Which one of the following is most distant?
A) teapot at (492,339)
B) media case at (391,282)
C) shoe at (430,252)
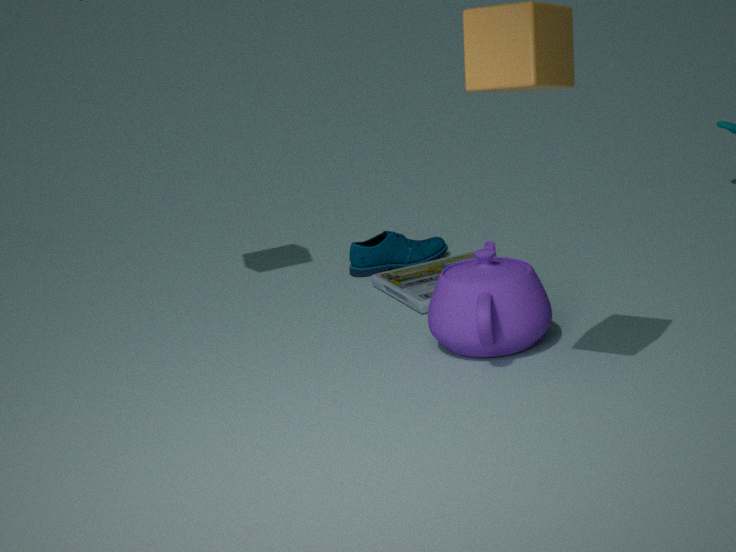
shoe at (430,252)
